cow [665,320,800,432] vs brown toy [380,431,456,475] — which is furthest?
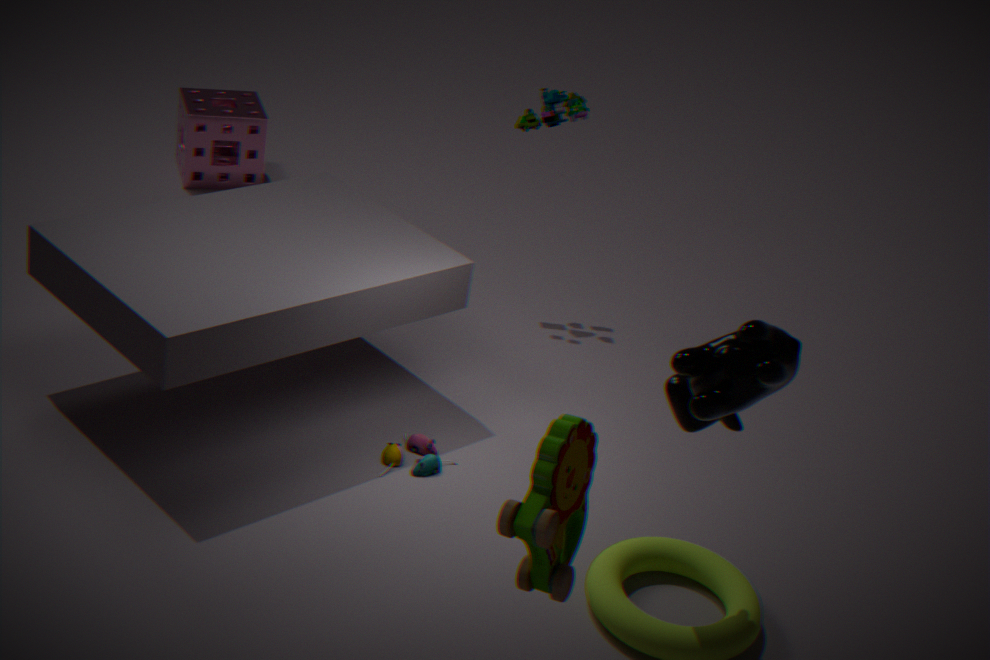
brown toy [380,431,456,475]
